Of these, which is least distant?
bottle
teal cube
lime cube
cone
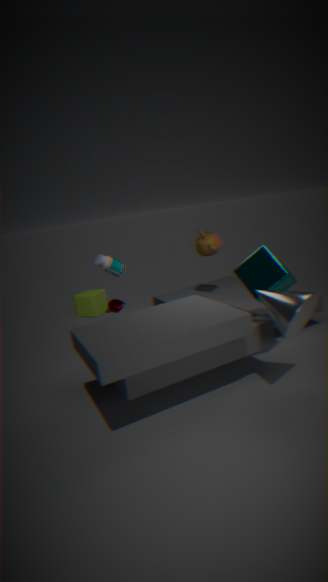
cone
